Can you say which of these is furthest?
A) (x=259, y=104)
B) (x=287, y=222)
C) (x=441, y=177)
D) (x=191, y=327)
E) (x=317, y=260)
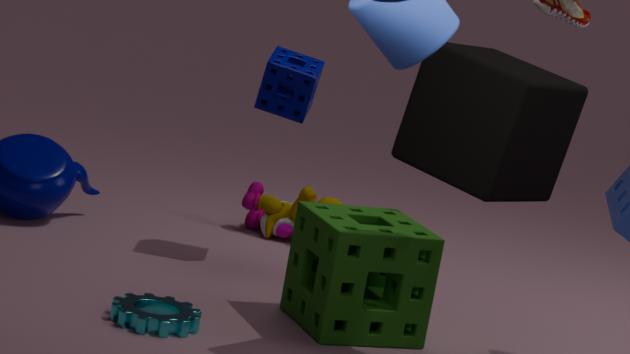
(x=287, y=222)
